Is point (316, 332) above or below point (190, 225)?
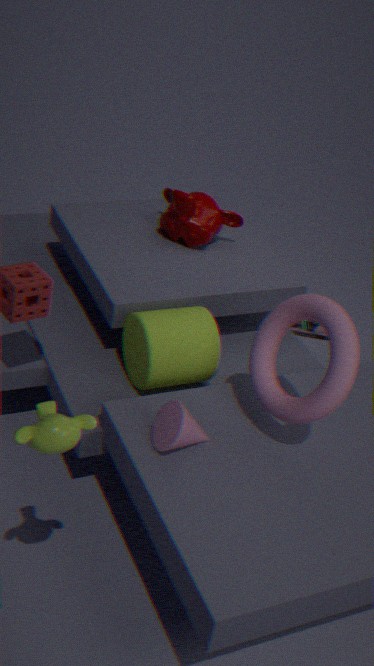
below
